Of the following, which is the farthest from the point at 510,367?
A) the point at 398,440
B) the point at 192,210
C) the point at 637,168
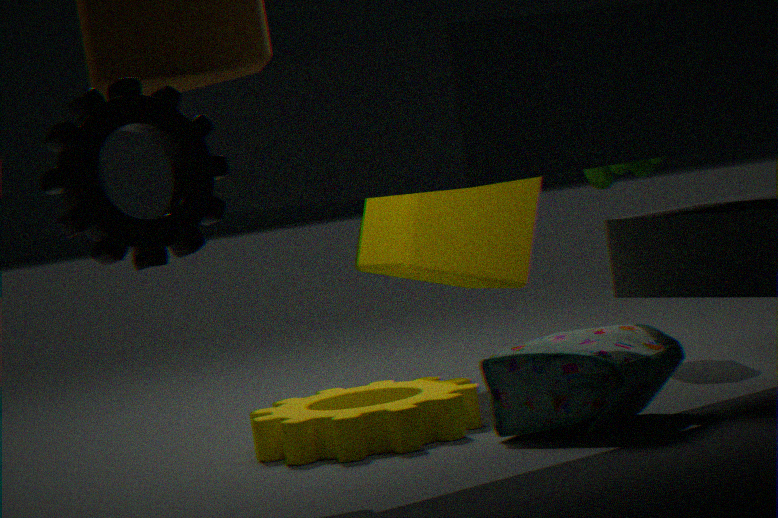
the point at 192,210
